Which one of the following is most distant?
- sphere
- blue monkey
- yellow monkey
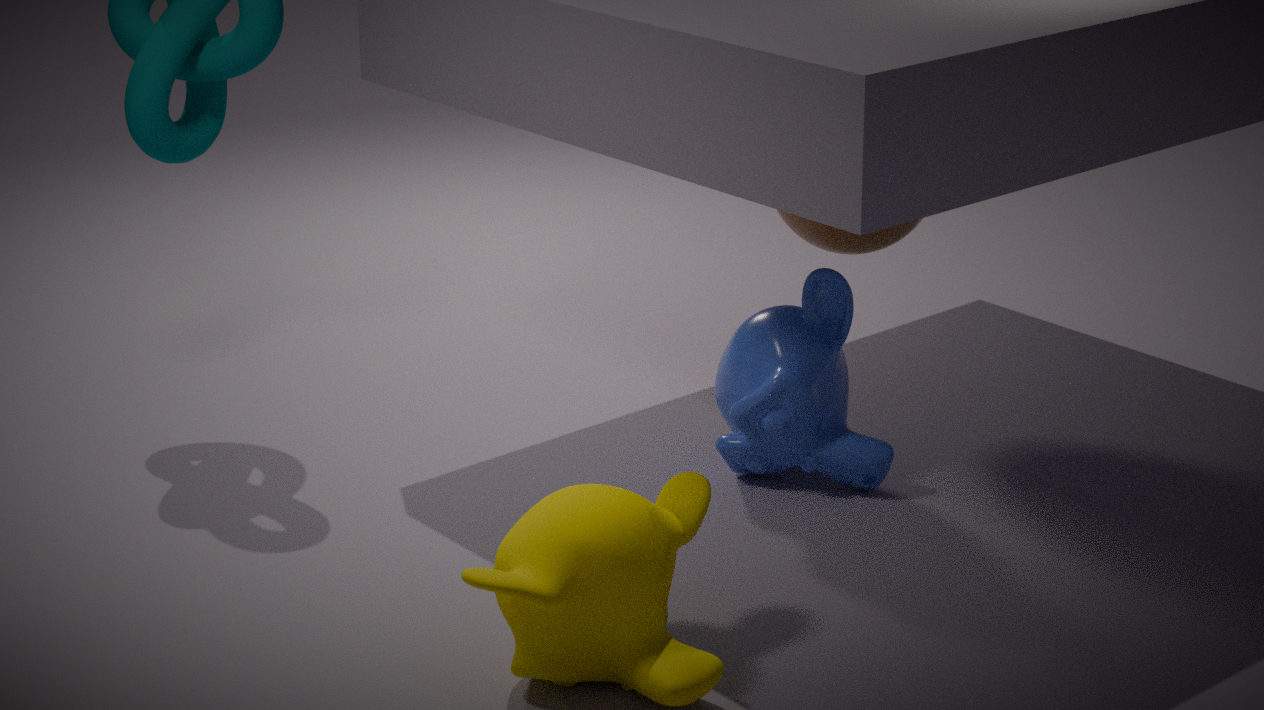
sphere
